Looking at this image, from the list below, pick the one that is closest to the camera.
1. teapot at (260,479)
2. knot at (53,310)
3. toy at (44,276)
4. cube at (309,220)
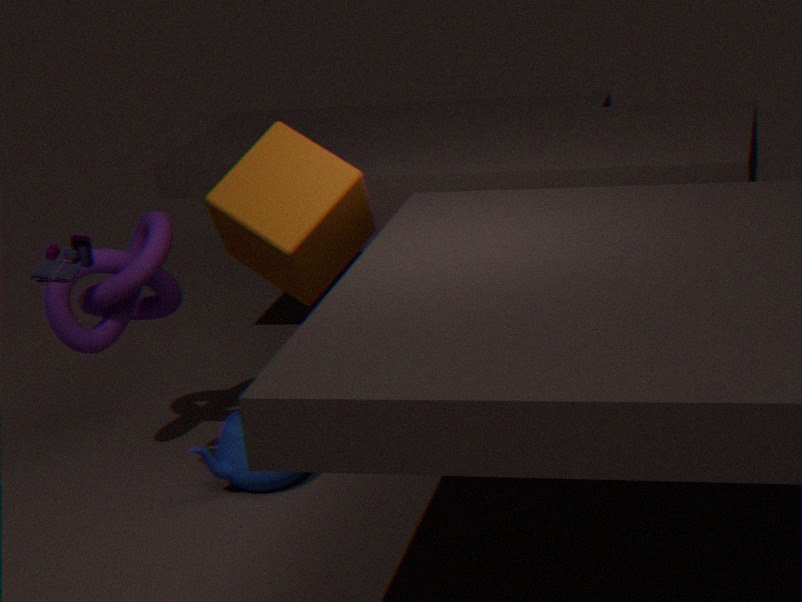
toy at (44,276)
